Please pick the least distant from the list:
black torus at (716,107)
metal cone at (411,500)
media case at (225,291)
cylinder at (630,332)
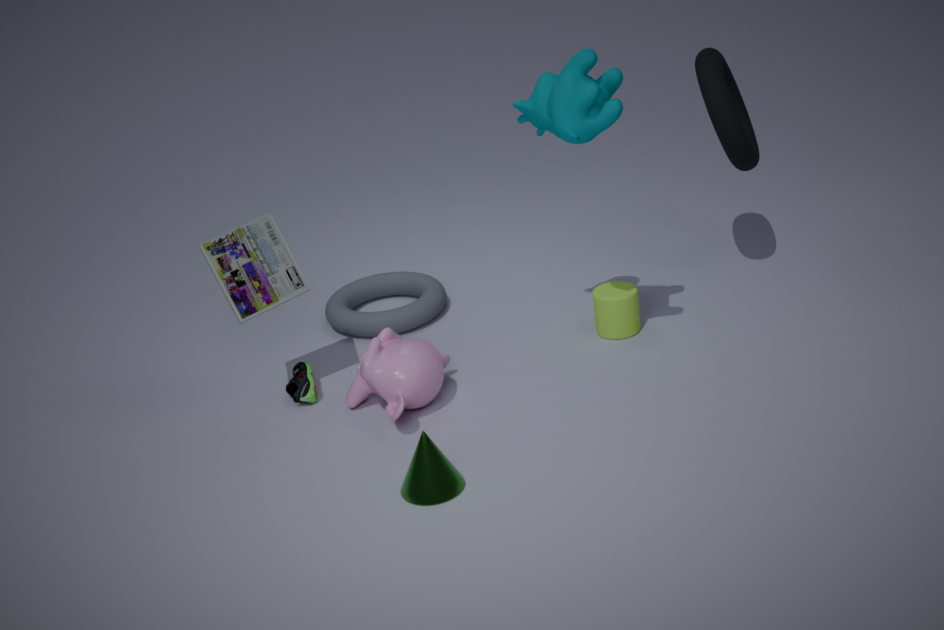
metal cone at (411,500)
